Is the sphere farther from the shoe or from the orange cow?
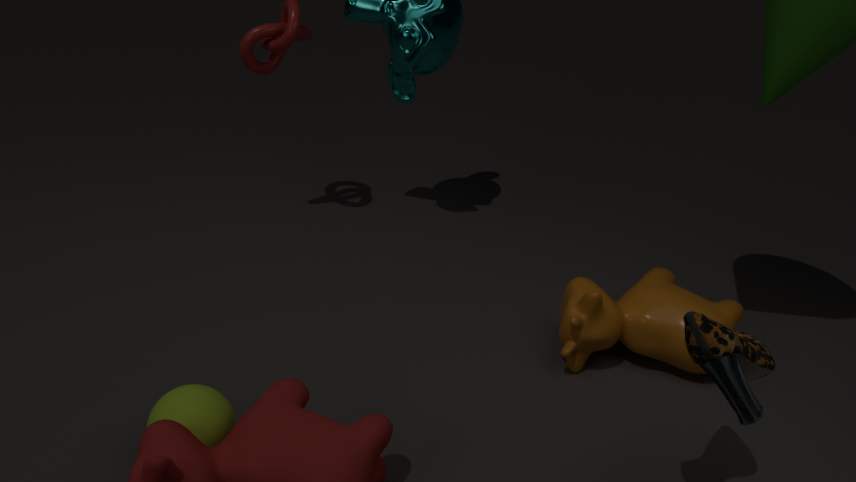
the shoe
